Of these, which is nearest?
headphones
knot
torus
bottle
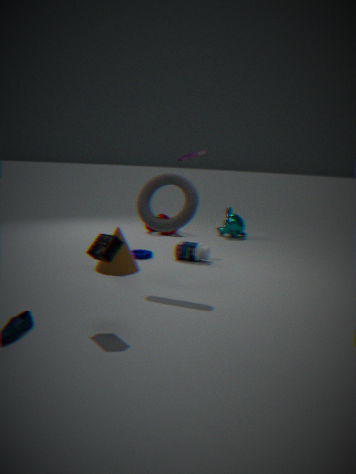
headphones
